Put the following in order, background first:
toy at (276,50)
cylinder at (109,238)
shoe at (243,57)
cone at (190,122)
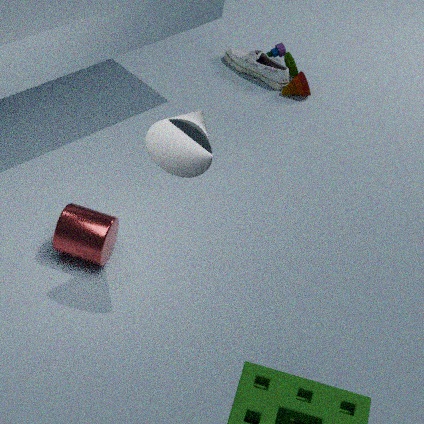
shoe at (243,57), toy at (276,50), cylinder at (109,238), cone at (190,122)
